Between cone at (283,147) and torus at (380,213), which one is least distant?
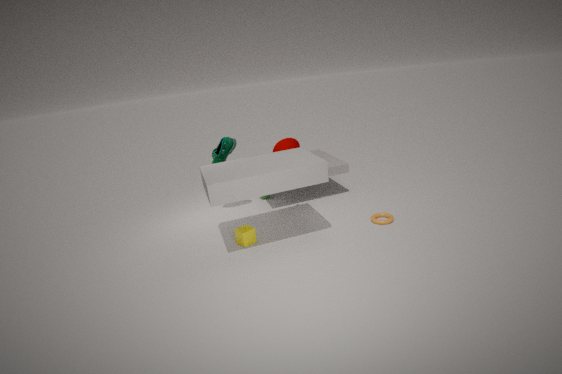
torus at (380,213)
